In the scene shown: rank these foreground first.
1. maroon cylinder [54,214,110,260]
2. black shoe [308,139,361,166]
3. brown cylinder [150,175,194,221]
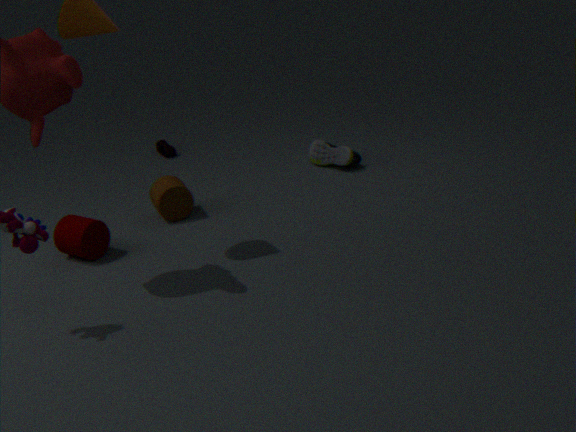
maroon cylinder [54,214,110,260] < brown cylinder [150,175,194,221] < black shoe [308,139,361,166]
